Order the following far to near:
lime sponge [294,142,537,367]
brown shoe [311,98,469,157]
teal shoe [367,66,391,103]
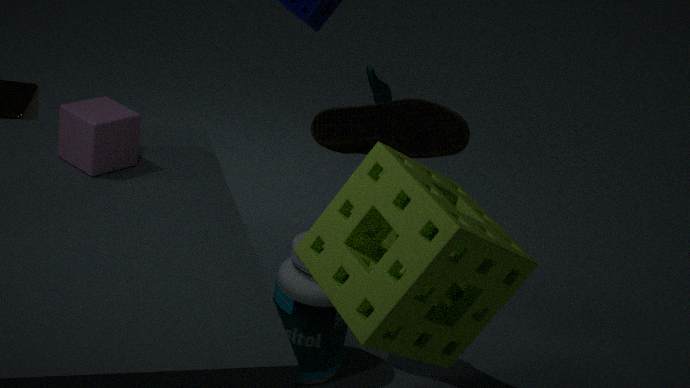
teal shoe [367,66,391,103]
brown shoe [311,98,469,157]
lime sponge [294,142,537,367]
